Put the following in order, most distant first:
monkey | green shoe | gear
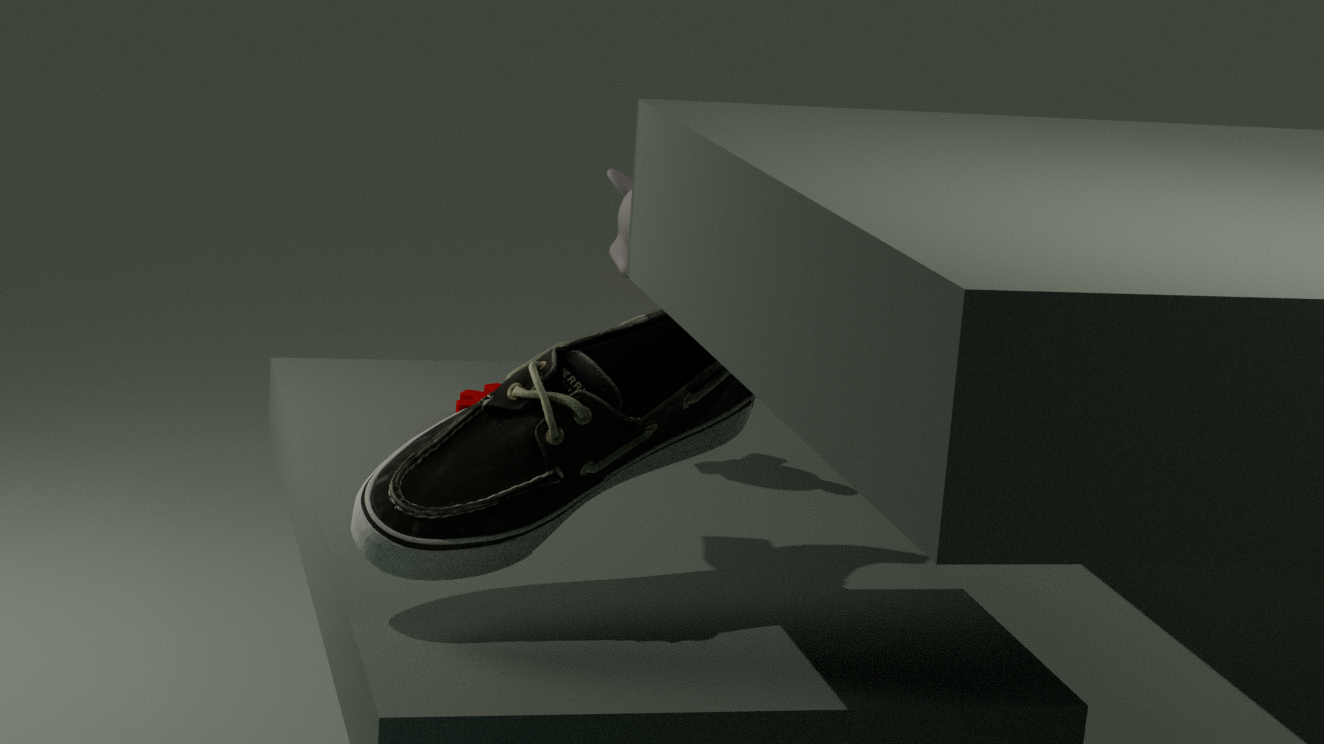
gear
monkey
green shoe
